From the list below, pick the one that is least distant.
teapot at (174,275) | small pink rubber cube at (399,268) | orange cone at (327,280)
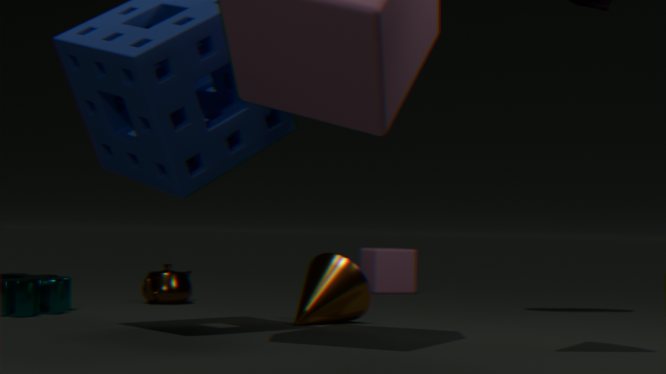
orange cone at (327,280)
